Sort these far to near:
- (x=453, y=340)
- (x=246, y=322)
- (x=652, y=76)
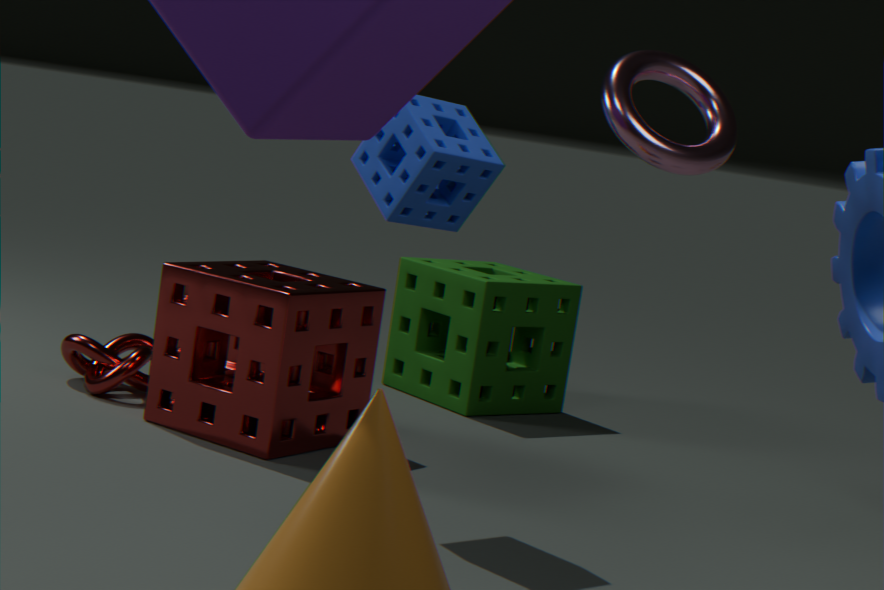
(x=453, y=340)
(x=246, y=322)
(x=652, y=76)
